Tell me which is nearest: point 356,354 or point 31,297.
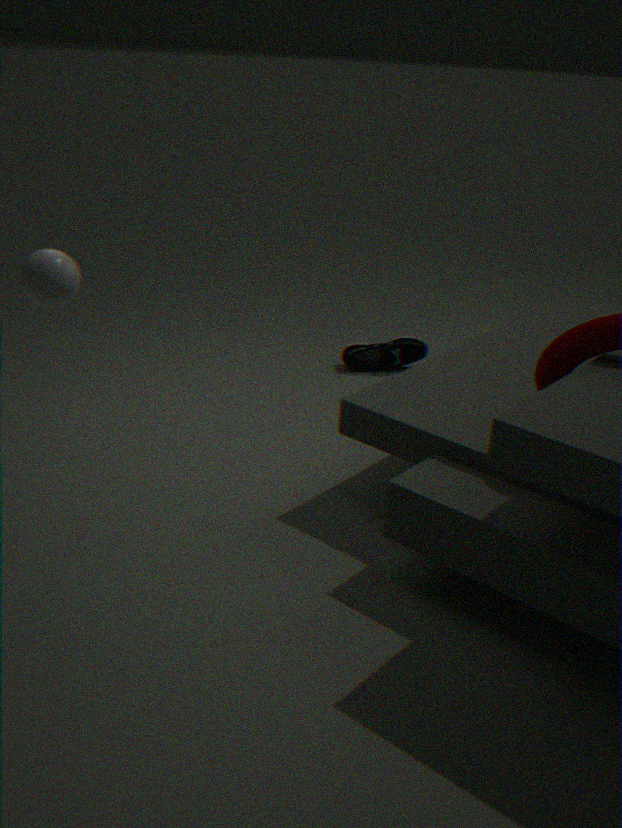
point 31,297
